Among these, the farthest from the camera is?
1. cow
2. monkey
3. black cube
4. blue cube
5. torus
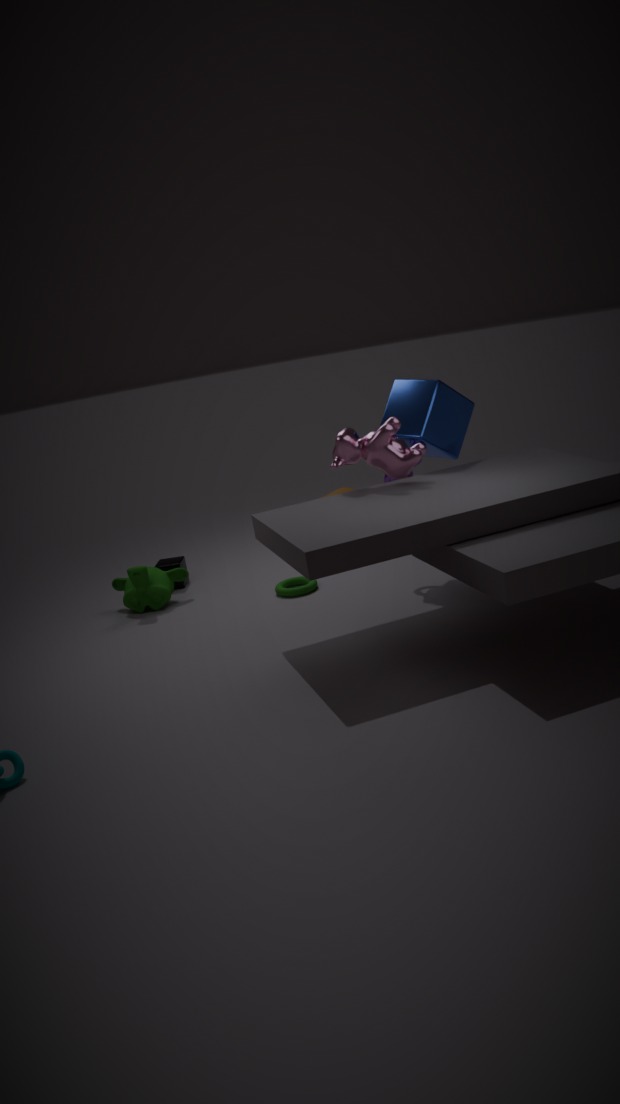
black cube
